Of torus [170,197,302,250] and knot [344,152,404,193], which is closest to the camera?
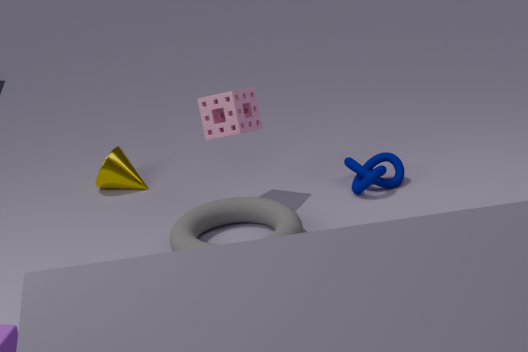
torus [170,197,302,250]
